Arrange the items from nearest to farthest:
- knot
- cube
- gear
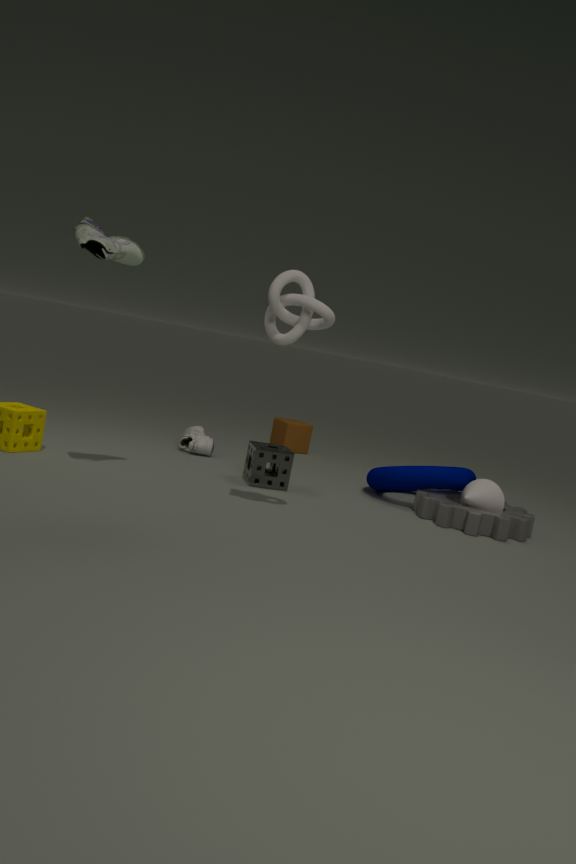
knot, gear, cube
